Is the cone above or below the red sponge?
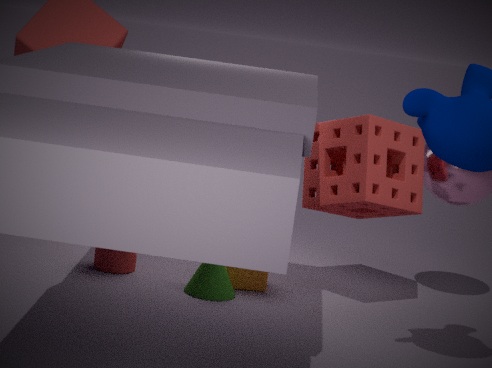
below
